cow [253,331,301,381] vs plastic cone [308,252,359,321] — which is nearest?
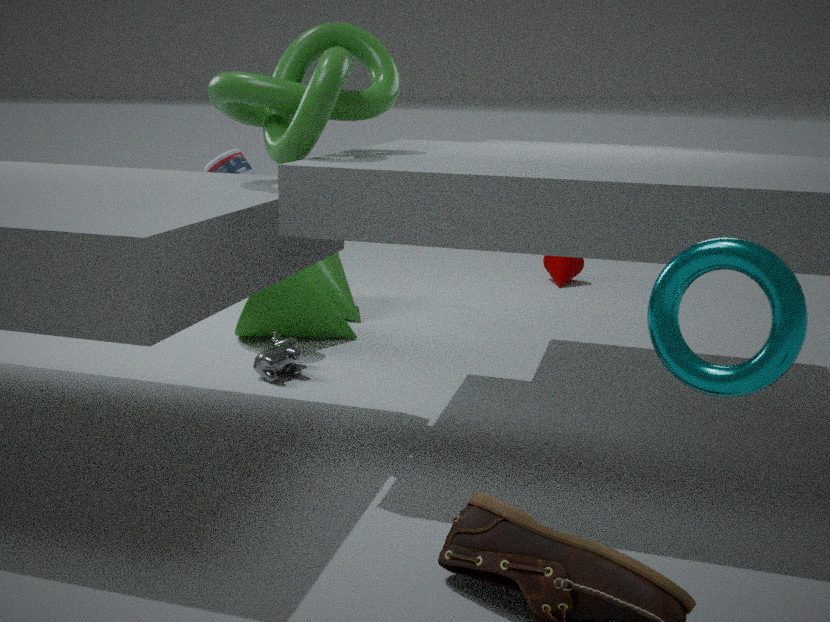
cow [253,331,301,381]
